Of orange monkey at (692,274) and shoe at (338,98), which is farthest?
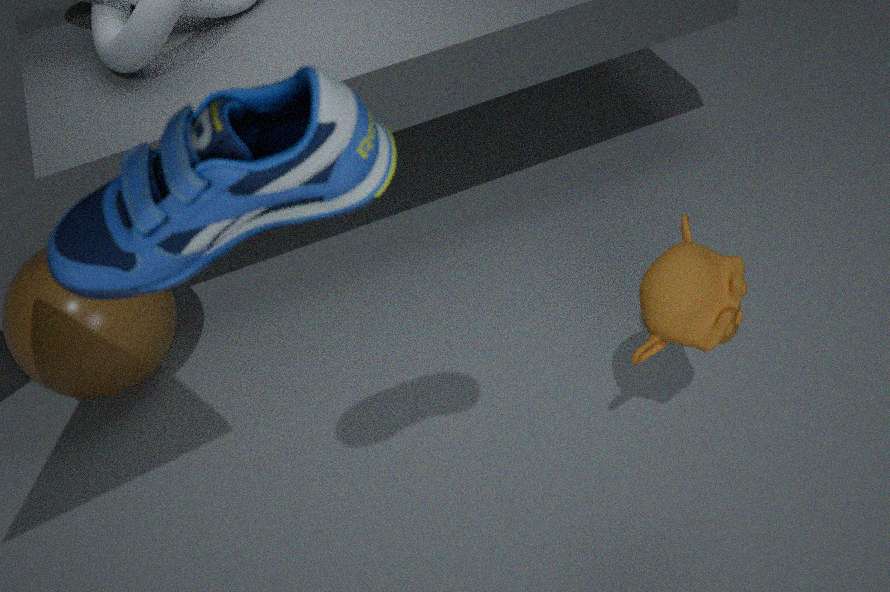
orange monkey at (692,274)
